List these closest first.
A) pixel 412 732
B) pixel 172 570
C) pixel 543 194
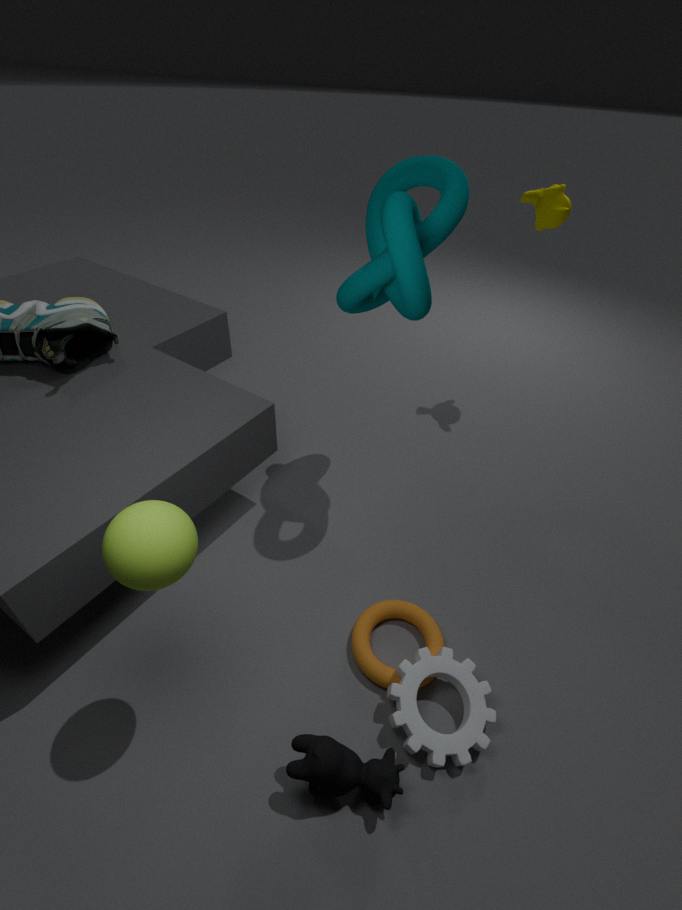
pixel 172 570
pixel 412 732
pixel 543 194
